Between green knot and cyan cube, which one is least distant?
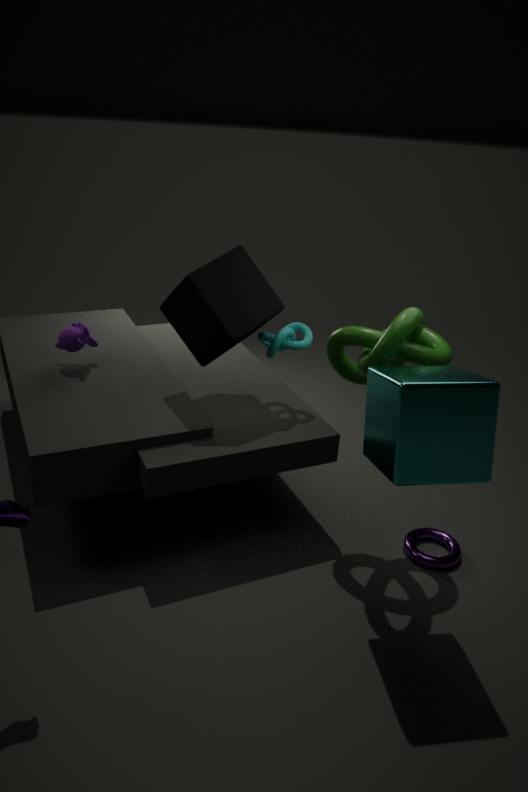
cyan cube
